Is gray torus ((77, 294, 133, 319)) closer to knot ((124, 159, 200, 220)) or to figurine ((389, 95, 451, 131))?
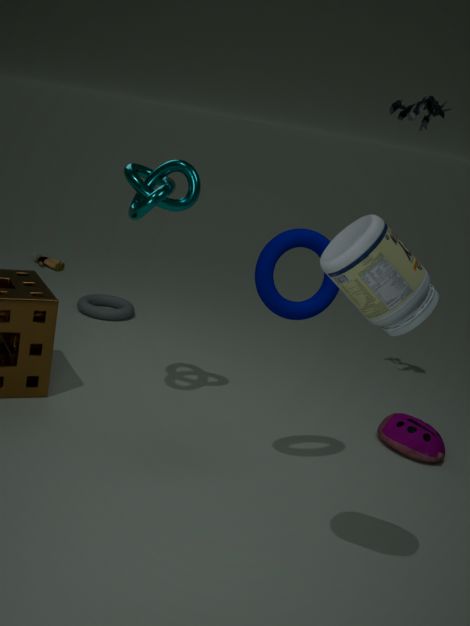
knot ((124, 159, 200, 220))
